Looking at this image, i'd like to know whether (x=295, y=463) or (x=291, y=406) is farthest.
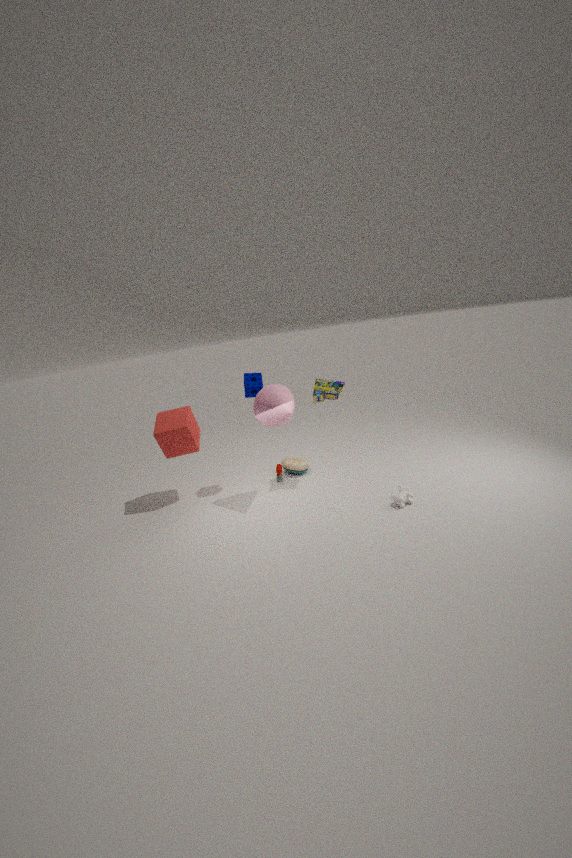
(x=295, y=463)
